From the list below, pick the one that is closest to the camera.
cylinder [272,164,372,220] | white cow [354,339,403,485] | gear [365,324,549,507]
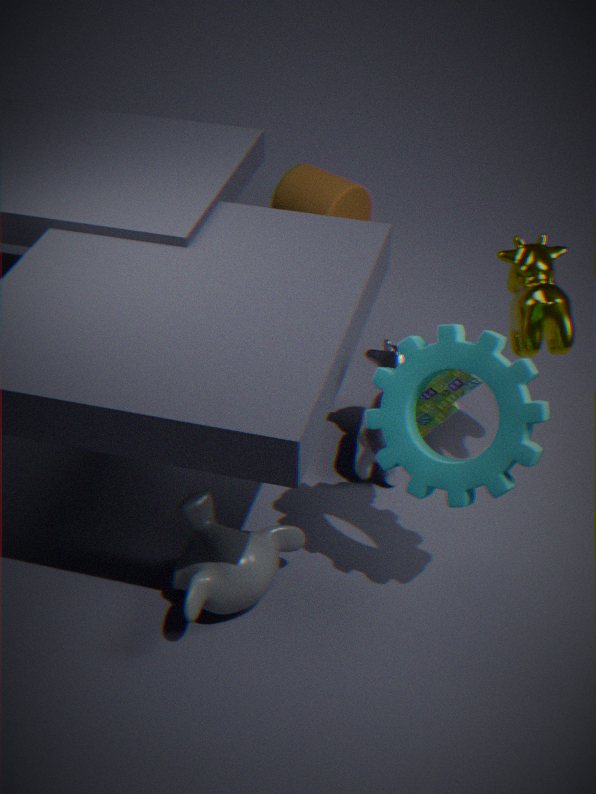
gear [365,324,549,507]
